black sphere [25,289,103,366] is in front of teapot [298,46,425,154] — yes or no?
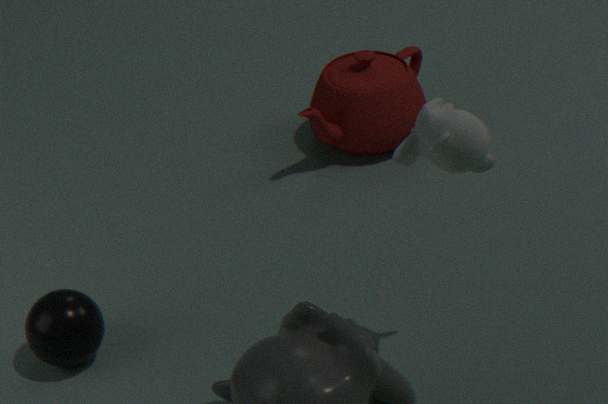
Yes
